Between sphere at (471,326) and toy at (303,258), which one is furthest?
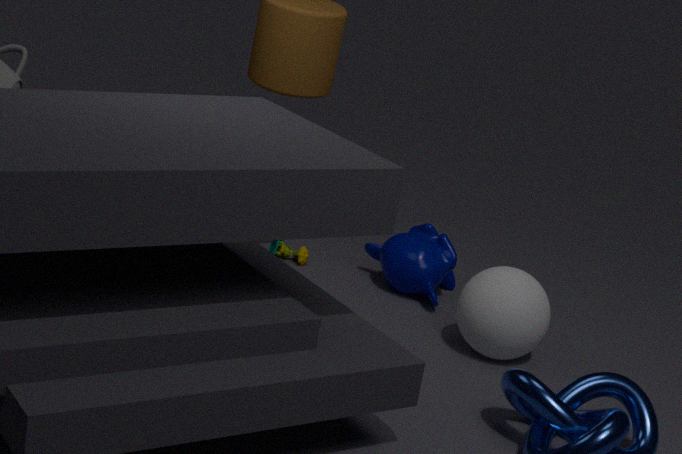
toy at (303,258)
